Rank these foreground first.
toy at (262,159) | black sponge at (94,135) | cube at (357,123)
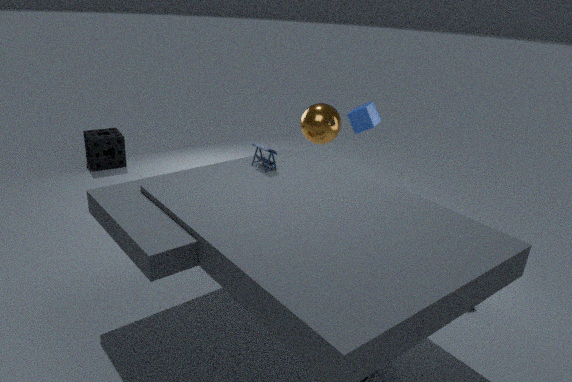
toy at (262,159) < cube at (357,123) < black sponge at (94,135)
